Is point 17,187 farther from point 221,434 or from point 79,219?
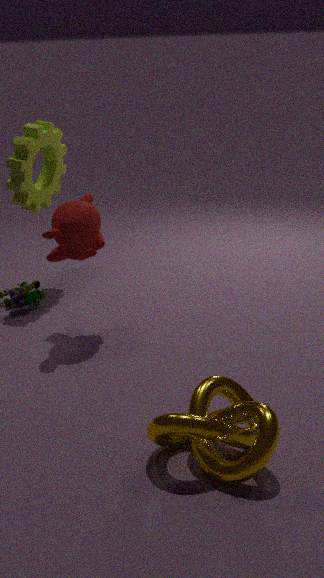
point 221,434
